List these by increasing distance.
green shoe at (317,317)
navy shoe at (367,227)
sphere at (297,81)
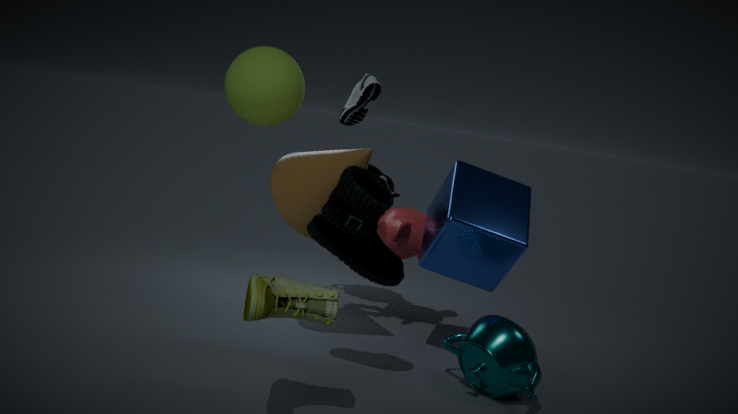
green shoe at (317,317) < navy shoe at (367,227) < sphere at (297,81)
